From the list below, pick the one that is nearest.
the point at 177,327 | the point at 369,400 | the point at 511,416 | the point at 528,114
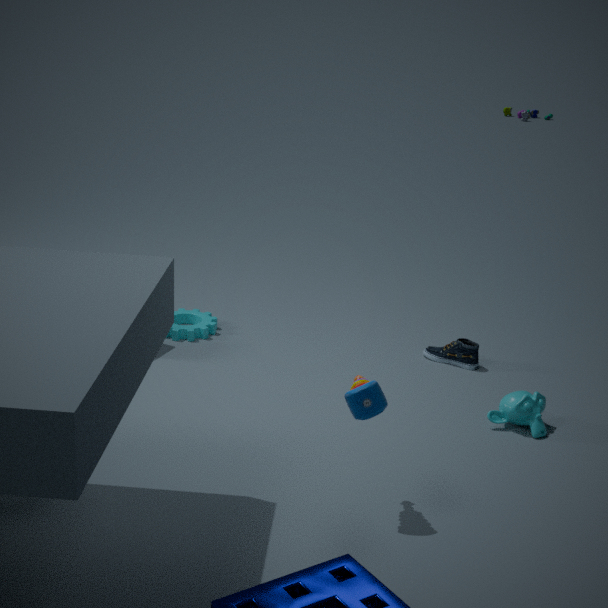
the point at 369,400
